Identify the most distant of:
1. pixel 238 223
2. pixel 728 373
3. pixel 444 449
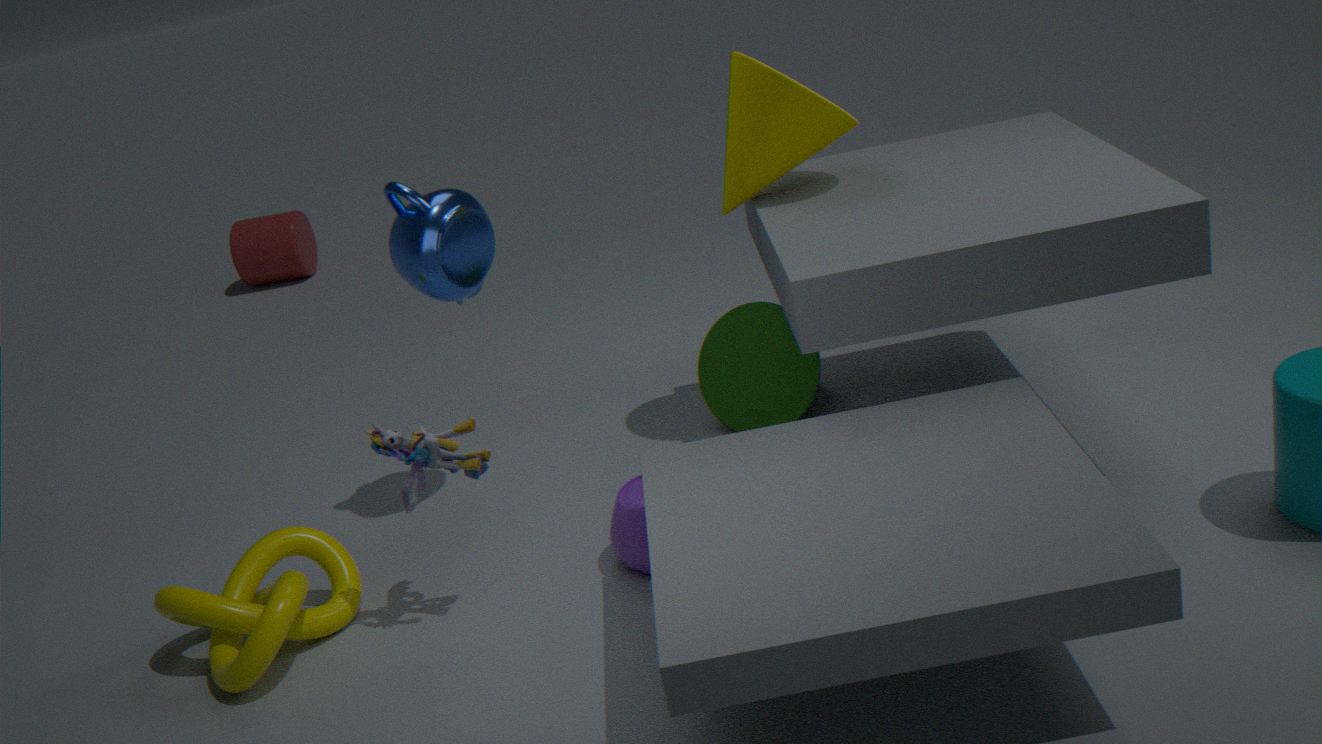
pixel 238 223
